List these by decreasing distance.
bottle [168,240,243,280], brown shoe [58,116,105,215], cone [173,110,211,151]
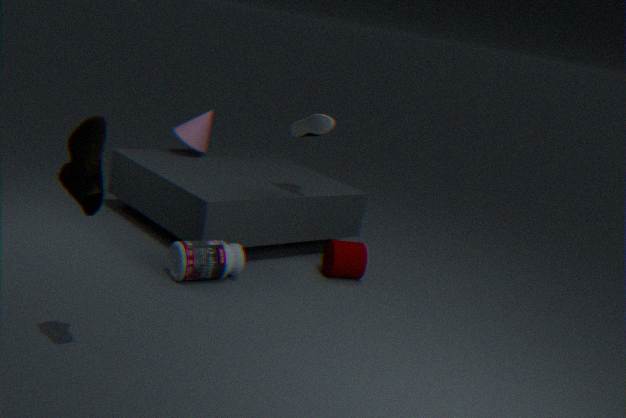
1. cone [173,110,211,151]
2. bottle [168,240,243,280]
3. brown shoe [58,116,105,215]
